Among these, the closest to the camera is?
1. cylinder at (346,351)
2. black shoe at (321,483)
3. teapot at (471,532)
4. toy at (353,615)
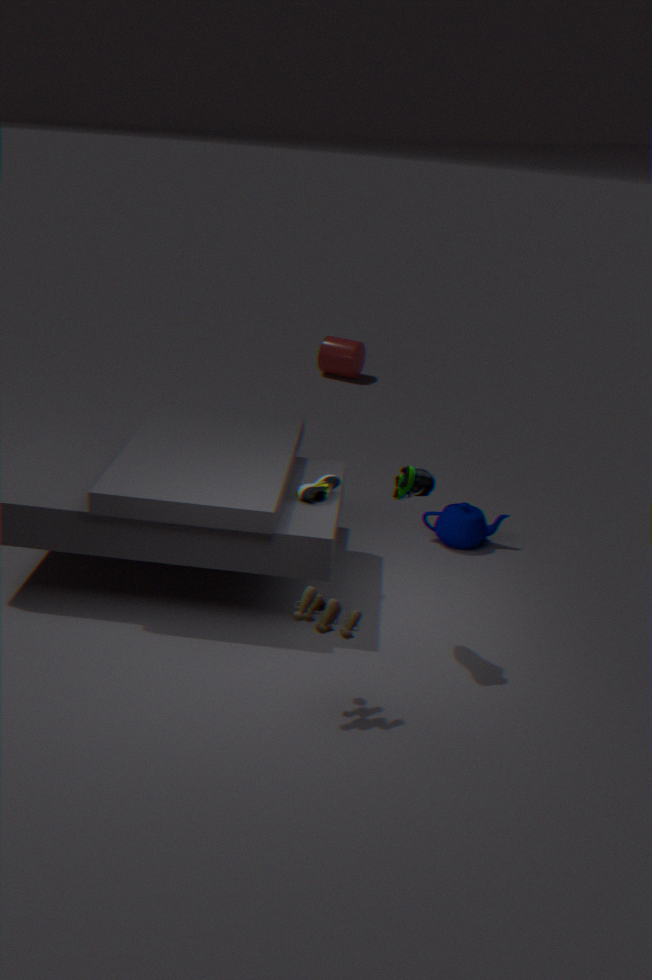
toy at (353,615)
